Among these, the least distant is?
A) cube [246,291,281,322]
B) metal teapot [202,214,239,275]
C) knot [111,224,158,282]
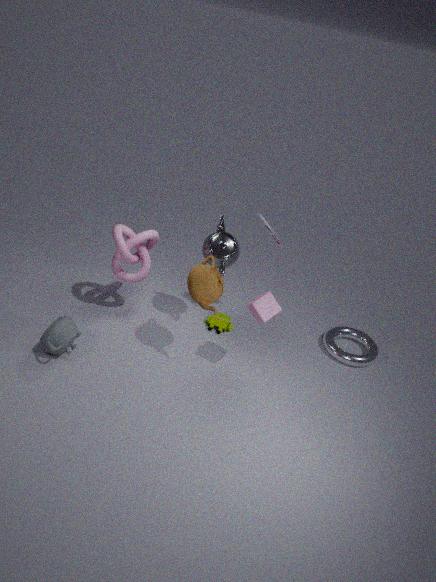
cube [246,291,281,322]
